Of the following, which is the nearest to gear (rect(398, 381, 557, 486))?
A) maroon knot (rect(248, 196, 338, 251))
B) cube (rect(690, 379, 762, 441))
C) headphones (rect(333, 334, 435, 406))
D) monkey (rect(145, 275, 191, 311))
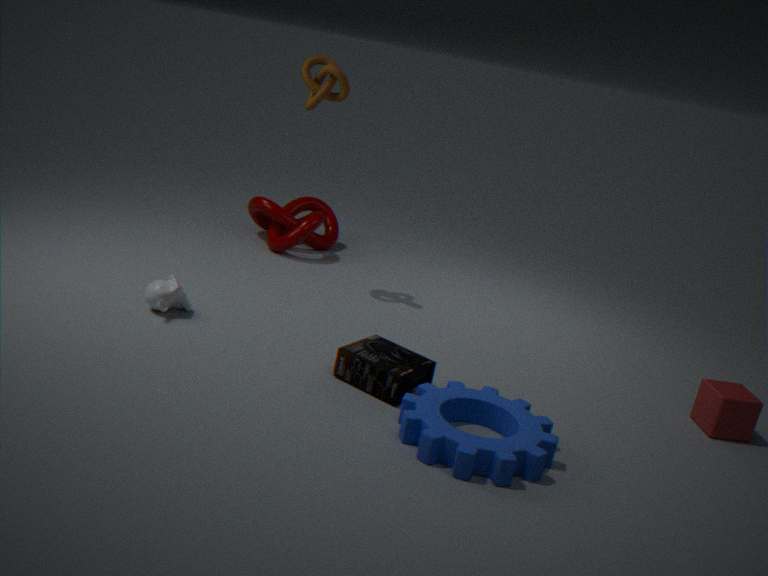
headphones (rect(333, 334, 435, 406))
